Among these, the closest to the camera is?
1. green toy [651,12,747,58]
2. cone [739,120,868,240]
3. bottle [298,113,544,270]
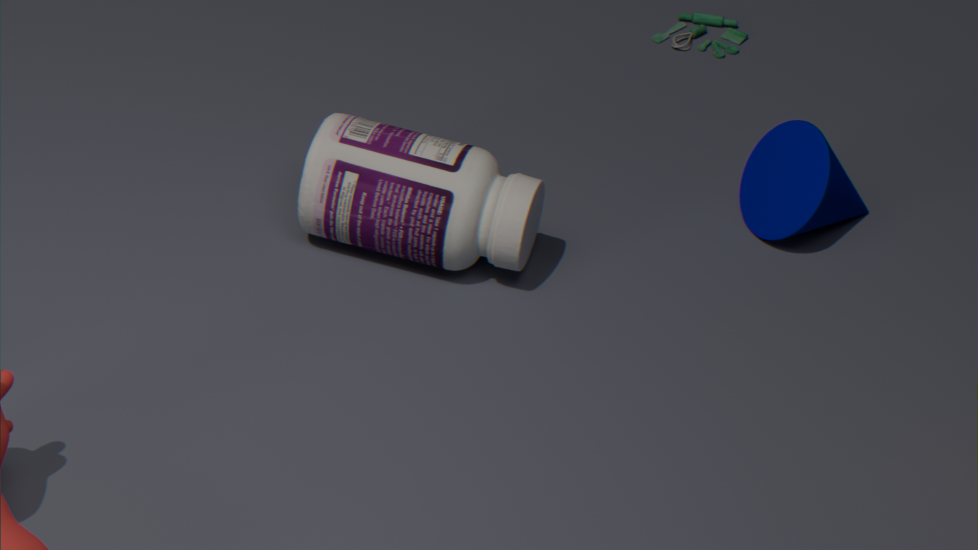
bottle [298,113,544,270]
